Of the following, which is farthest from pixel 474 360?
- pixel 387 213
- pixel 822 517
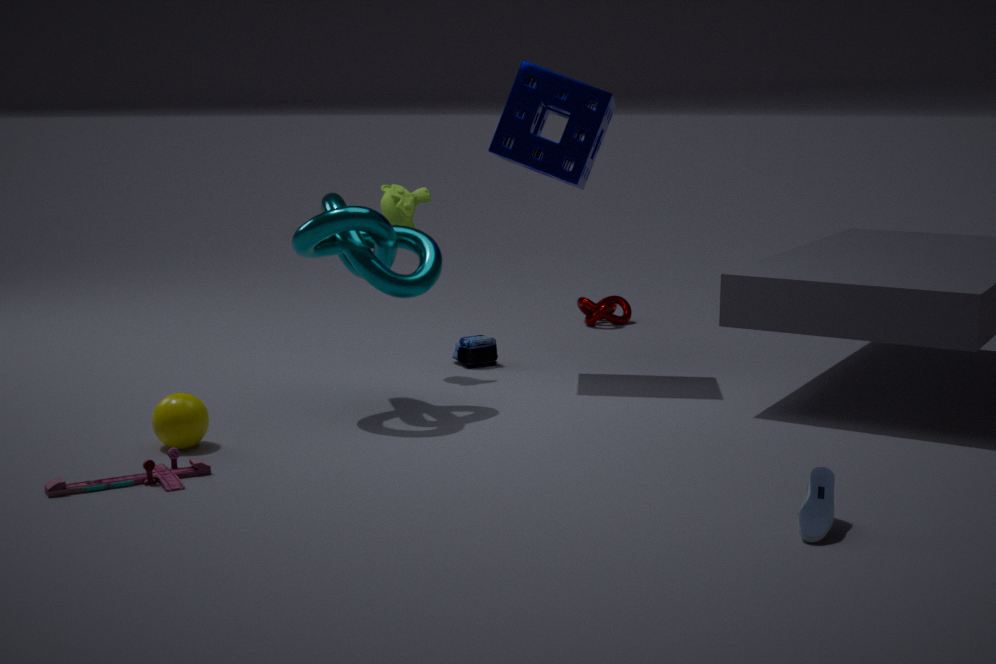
pixel 822 517
